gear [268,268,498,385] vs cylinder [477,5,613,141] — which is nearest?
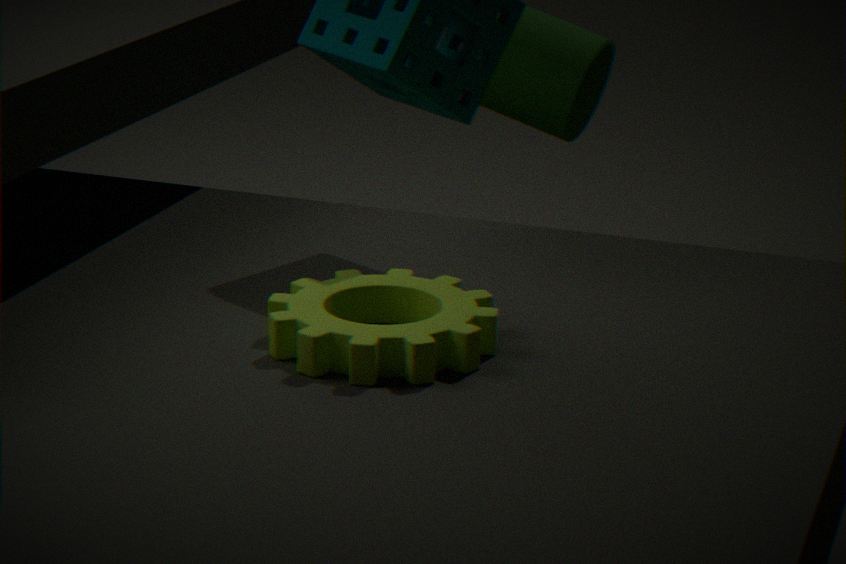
gear [268,268,498,385]
